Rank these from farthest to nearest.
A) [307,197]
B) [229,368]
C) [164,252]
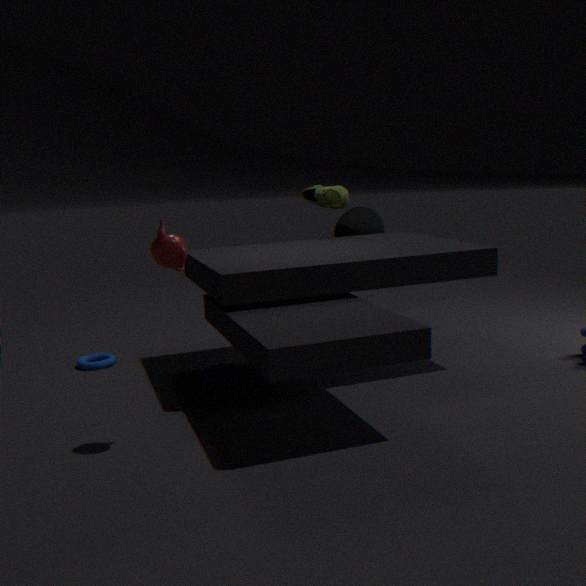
[307,197] < [229,368] < [164,252]
